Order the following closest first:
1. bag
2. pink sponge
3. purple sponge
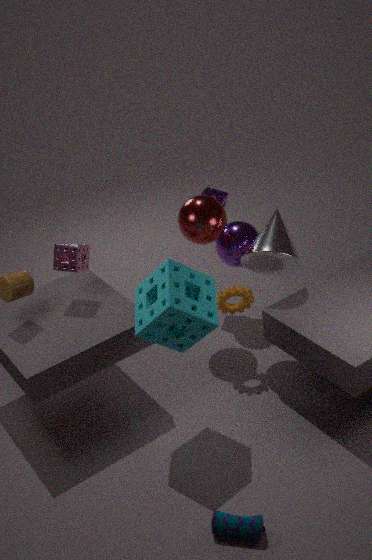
bag, pink sponge, purple sponge
